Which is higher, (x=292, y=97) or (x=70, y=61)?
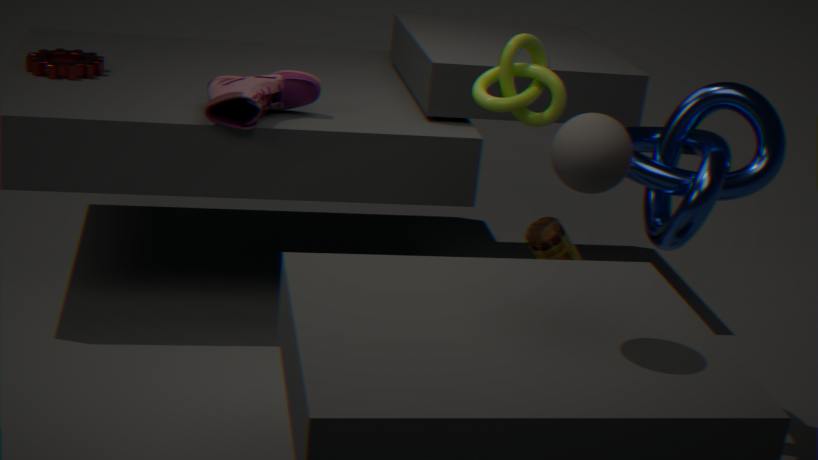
(x=292, y=97)
